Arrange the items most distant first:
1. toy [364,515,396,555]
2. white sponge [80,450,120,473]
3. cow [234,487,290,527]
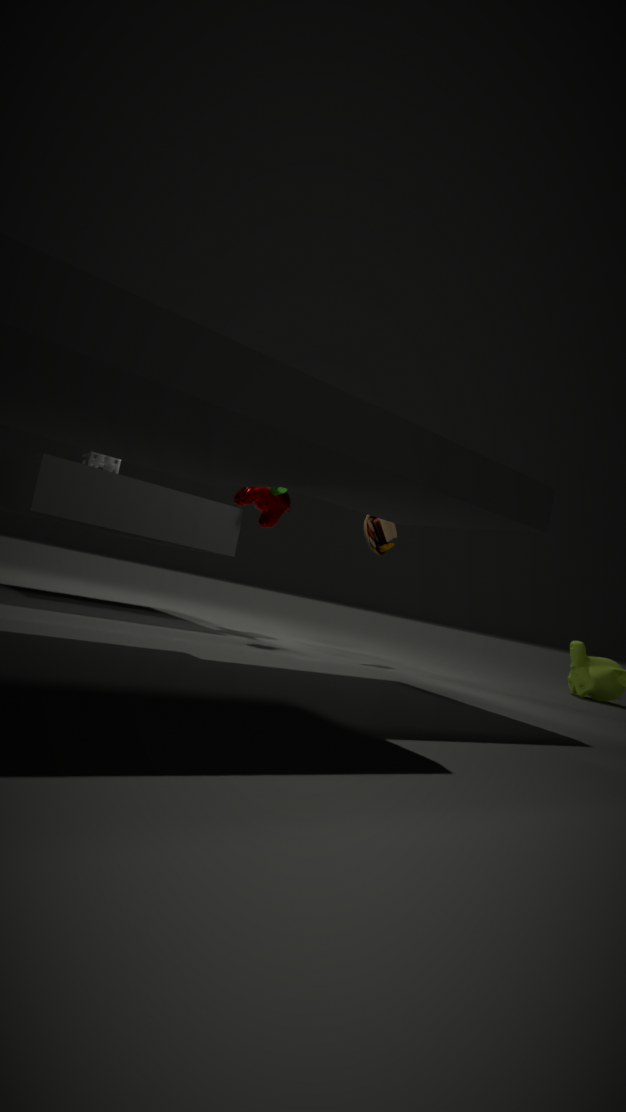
cow [234,487,290,527] < white sponge [80,450,120,473] < toy [364,515,396,555]
